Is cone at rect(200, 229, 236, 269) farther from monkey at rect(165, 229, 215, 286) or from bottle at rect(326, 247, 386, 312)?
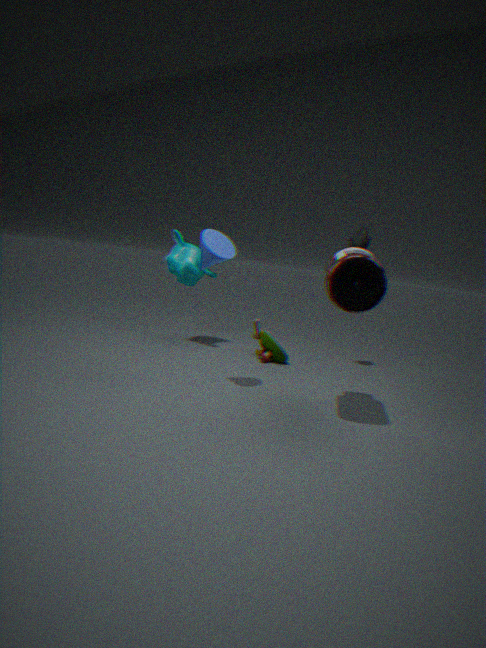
monkey at rect(165, 229, 215, 286)
